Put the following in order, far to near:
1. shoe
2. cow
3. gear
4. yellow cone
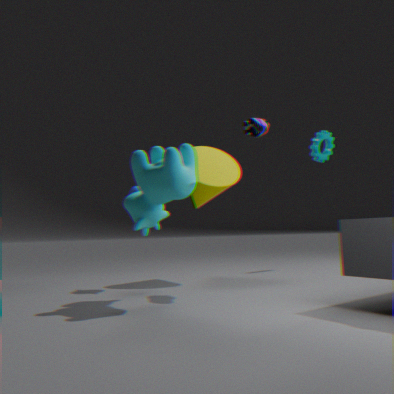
1. gear
2. yellow cone
3. shoe
4. cow
